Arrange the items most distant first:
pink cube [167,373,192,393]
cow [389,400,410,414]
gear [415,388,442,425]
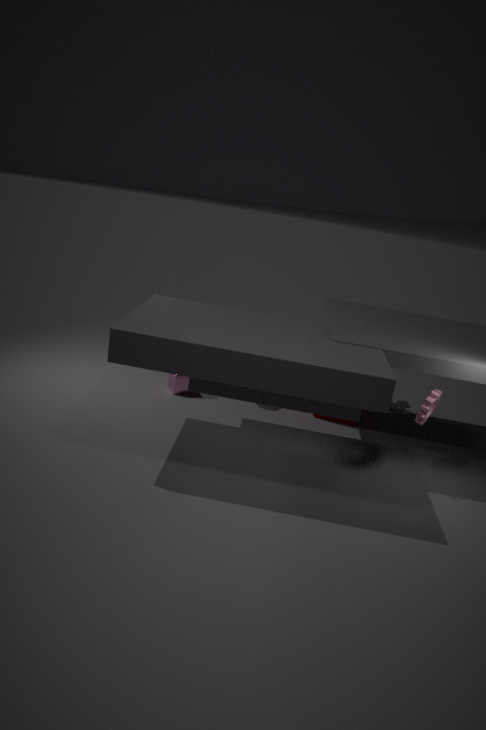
1. cow [389,400,410,414]
2. pink cube [167,373,192,393]
3. gear [415,388,442,425]
